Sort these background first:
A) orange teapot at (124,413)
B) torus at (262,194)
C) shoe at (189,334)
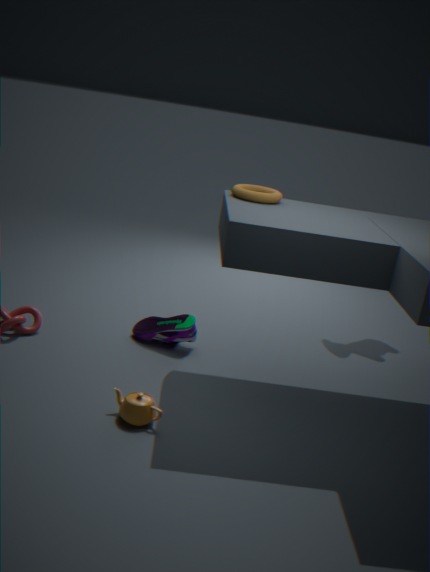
1. shoe at (189,334)
2. torus at (262,194)
3. orange teapot at (124,413)
